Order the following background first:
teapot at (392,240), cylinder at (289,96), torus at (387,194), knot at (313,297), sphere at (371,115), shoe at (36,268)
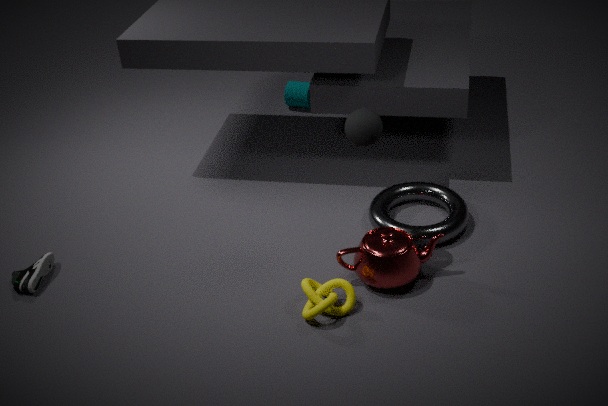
cylinder at (289,96)
torus at (387,194)
shoe at (36,268)
teapot at (392,240)
sphere at (371,115)
knot at (313,297)
